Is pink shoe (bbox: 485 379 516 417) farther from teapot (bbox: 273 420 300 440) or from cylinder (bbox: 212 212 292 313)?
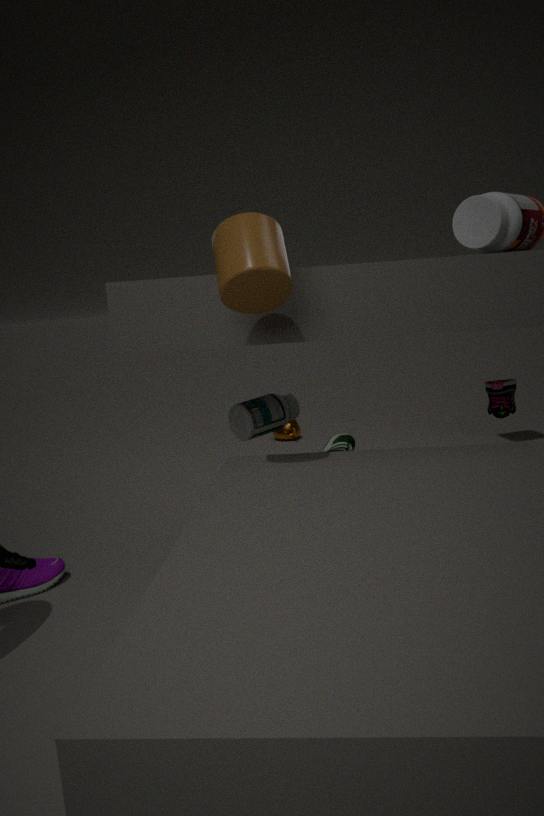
teapot (bbox: 273 420 300 440)
